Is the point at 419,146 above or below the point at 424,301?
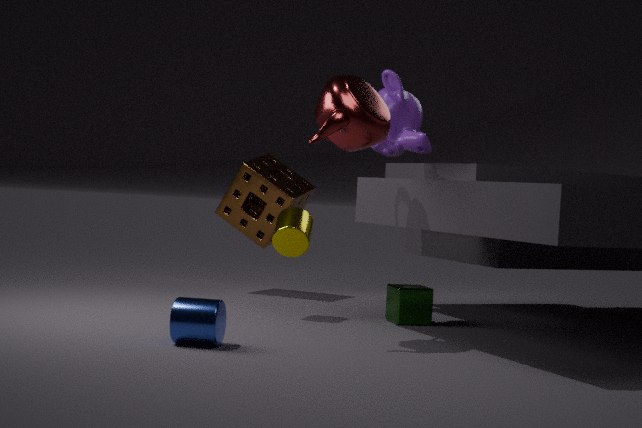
above
